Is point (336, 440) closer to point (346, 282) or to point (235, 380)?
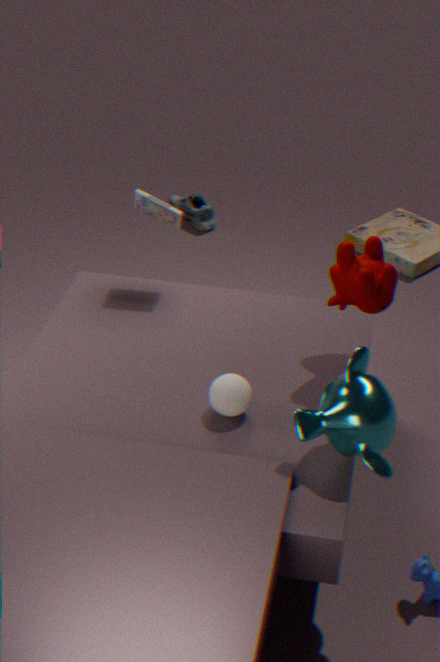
point (235, 380)
